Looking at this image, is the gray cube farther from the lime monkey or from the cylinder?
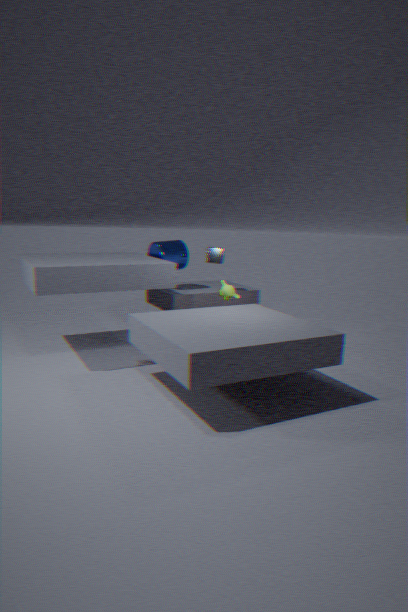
the lime monkey
